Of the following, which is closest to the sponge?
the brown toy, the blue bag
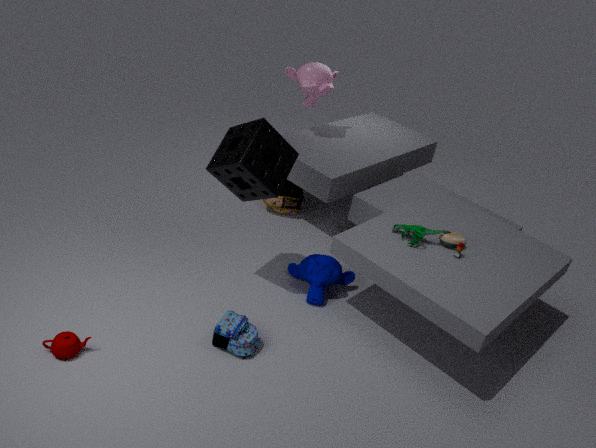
the blue bag
